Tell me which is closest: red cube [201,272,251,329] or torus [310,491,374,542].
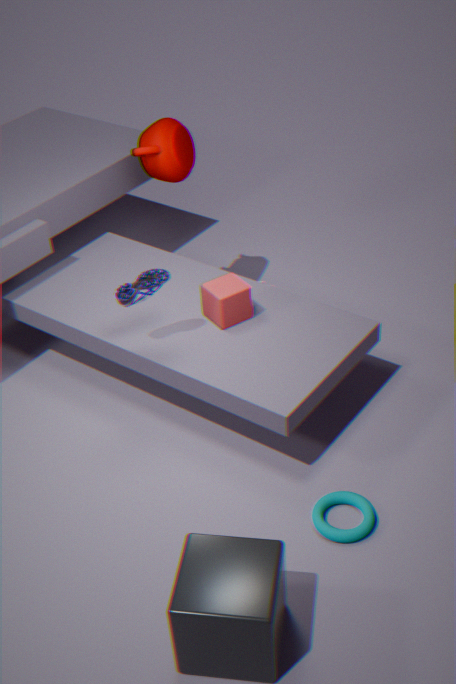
torus [310,491,374,542]
